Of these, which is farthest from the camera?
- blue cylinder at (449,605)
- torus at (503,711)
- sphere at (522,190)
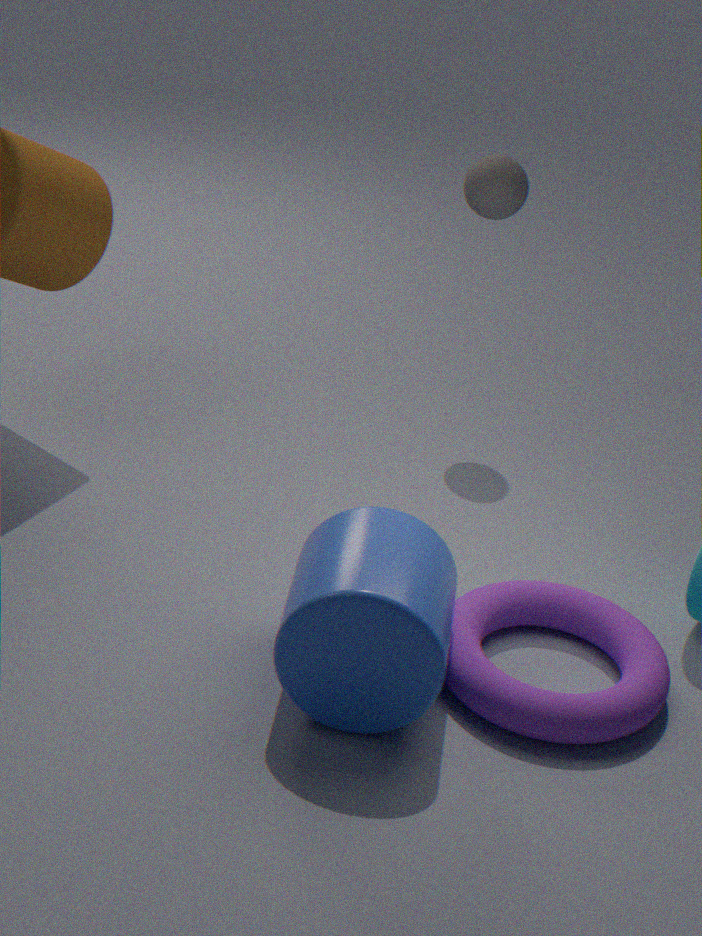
sphere at (522,190)
